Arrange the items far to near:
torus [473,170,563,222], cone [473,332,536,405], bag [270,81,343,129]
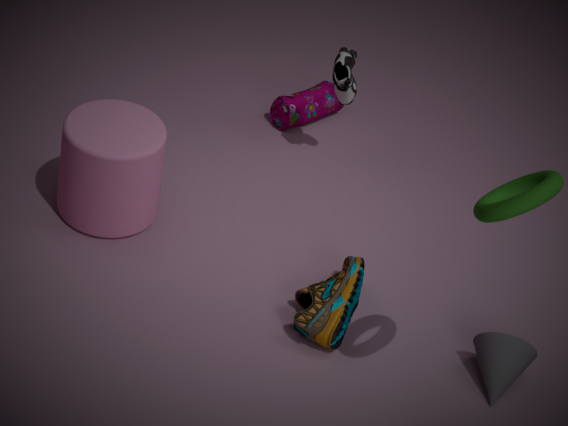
1. bag [270,81,343,129]
2. cone [473,332,536,405]
3. torus [473,170,563,222]
